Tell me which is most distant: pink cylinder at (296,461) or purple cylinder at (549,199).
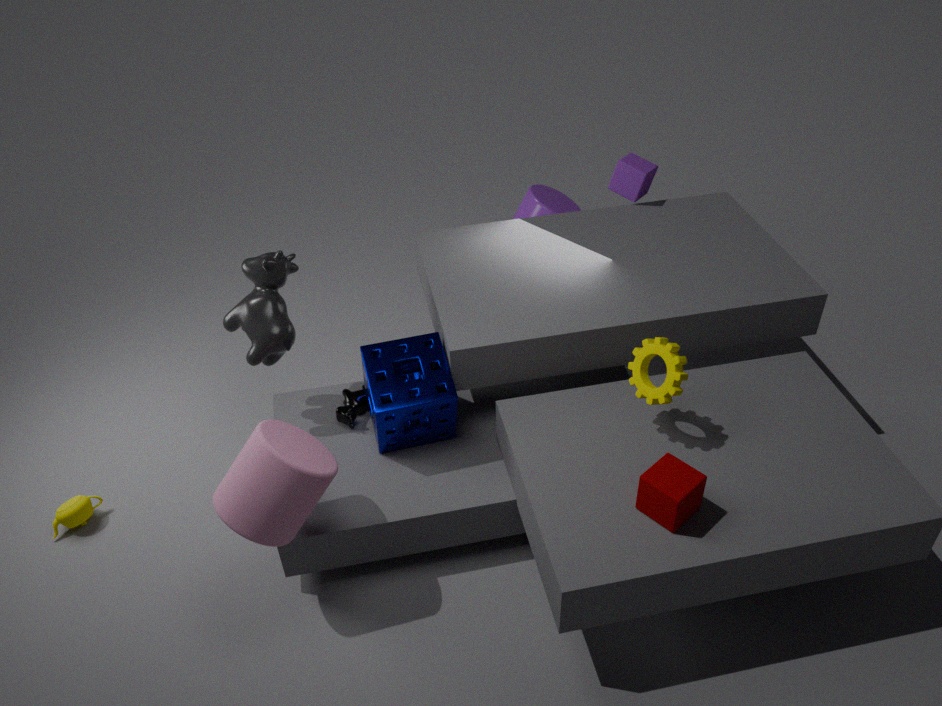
purple cylinder at (549,199)
